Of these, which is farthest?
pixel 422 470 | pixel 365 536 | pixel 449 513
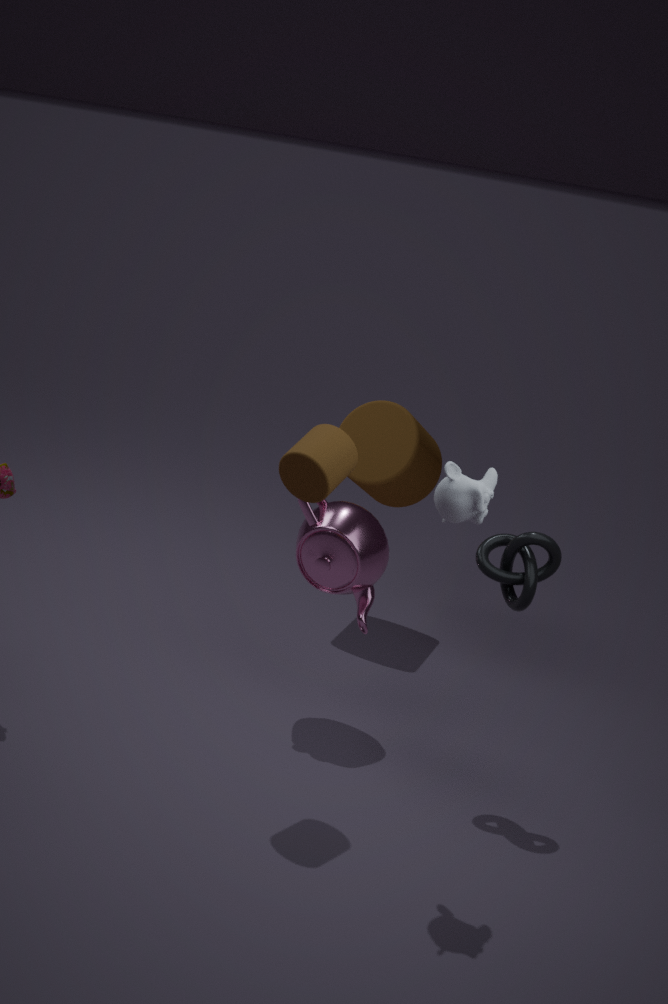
pixel 422 470
